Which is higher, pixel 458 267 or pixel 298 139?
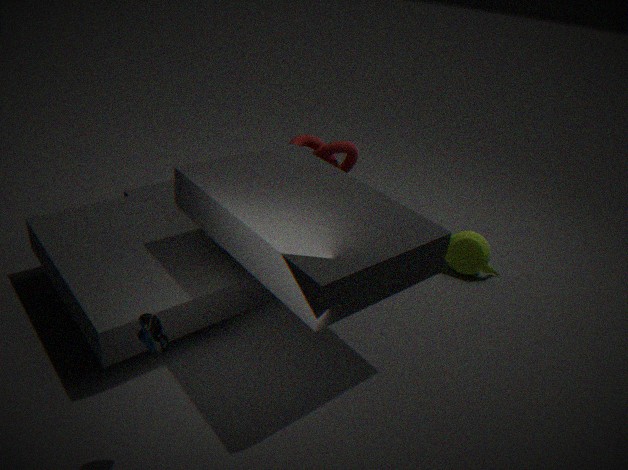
pixel 298 139
